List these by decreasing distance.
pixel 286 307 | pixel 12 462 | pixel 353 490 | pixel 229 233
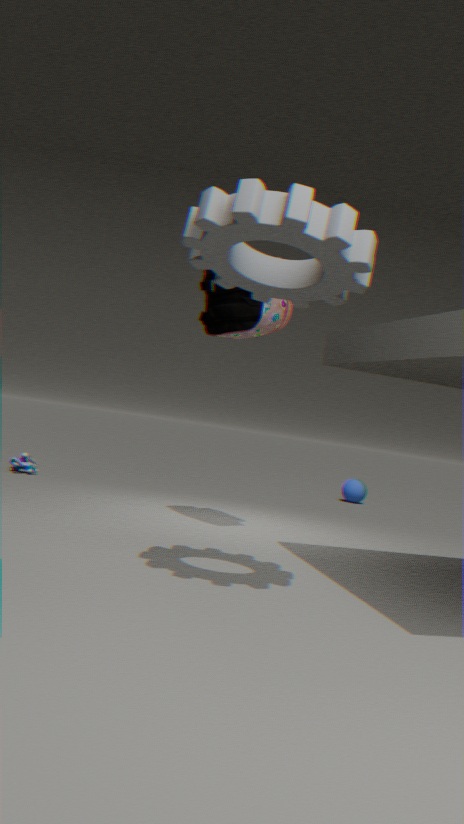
1. pixel 353 490
2. pixel 12 462
3. pixel 286 307
4. pixel 229 233
